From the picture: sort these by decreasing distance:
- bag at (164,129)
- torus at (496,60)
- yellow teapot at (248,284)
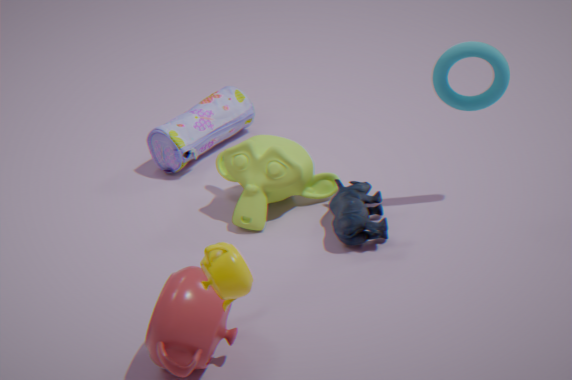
bag at (164,129) → torus at (496,60) → yellow teapot at (248,284)
